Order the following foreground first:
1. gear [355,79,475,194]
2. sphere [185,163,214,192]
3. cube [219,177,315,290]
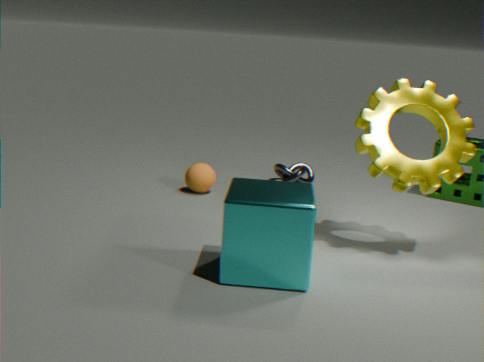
cube [219,177,315,290]
gear [355,79,475,194]
sphere [185,163,214,192]
